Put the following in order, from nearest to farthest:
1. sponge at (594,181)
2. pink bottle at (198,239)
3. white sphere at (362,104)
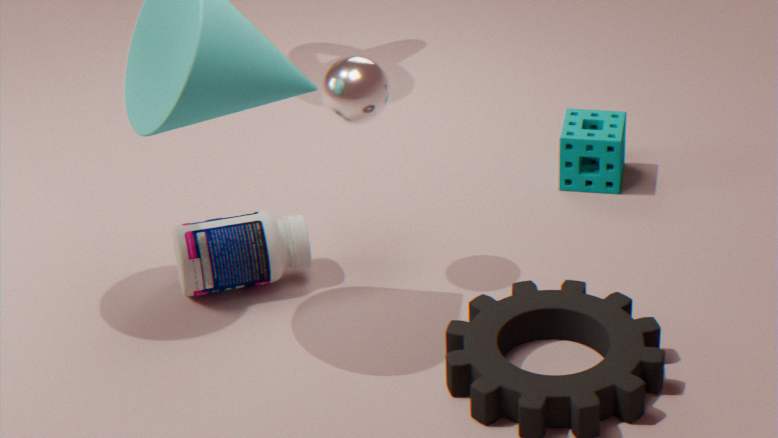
white sphere at (362,104) < pink bottle at (198,239) < sponge at (594,181)
